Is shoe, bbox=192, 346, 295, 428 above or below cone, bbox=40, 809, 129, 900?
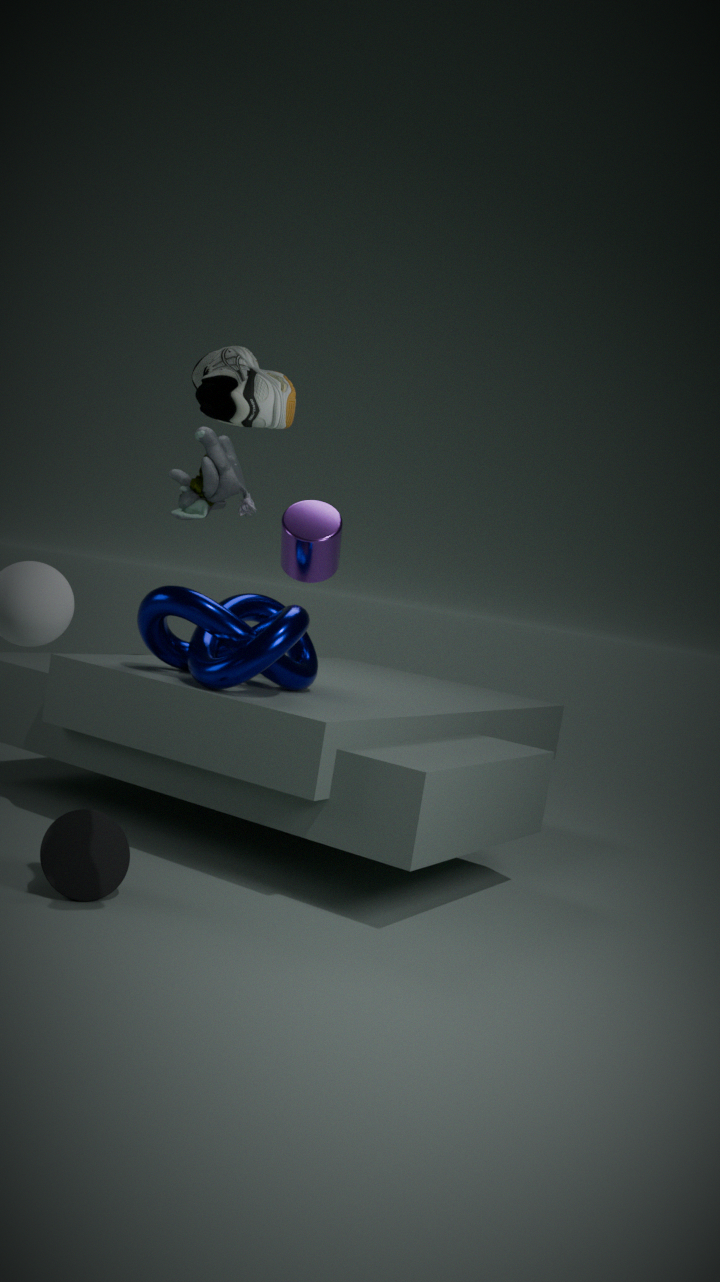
above
